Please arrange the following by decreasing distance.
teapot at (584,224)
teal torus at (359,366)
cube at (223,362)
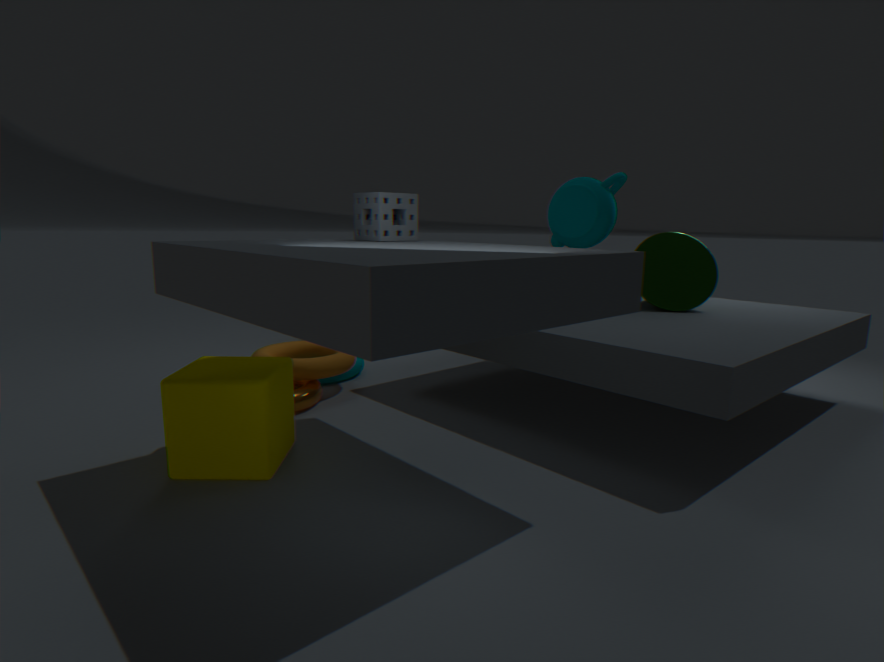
teal torus at (359,366), teapot at (584,224), cube at (223,362)
